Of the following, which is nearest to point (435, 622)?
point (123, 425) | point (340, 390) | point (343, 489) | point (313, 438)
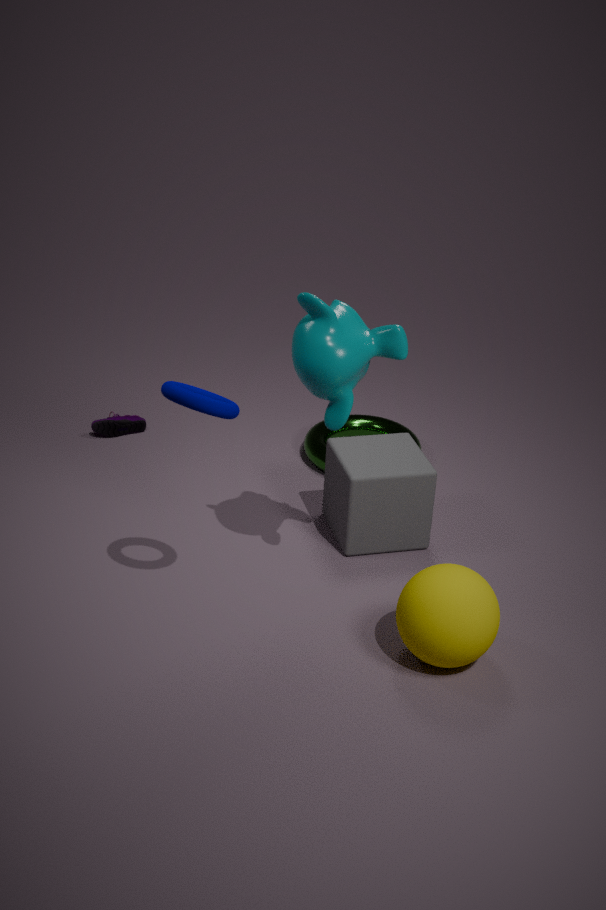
point (343, 489)
